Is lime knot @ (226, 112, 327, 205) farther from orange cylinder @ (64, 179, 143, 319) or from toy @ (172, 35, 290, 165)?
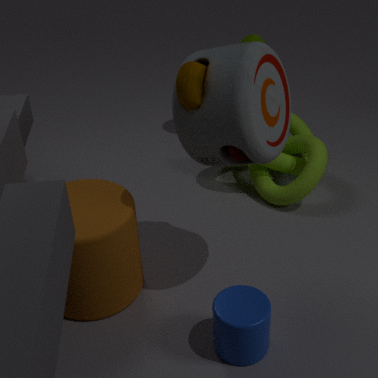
orange cylinder @ (64, 179, 143, 319)
